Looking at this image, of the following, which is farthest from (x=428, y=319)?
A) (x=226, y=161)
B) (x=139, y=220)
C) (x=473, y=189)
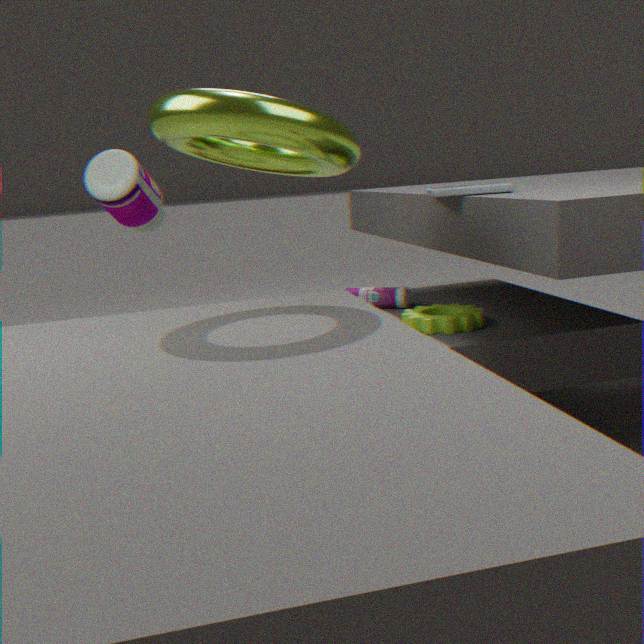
(x=139, y=220)
